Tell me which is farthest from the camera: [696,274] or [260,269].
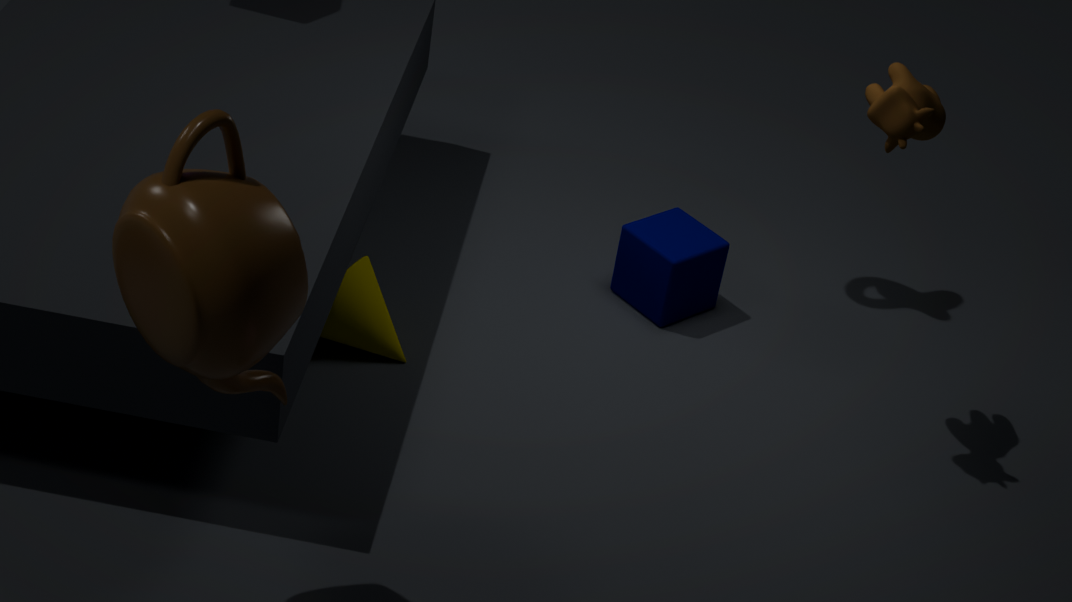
[696,274]
